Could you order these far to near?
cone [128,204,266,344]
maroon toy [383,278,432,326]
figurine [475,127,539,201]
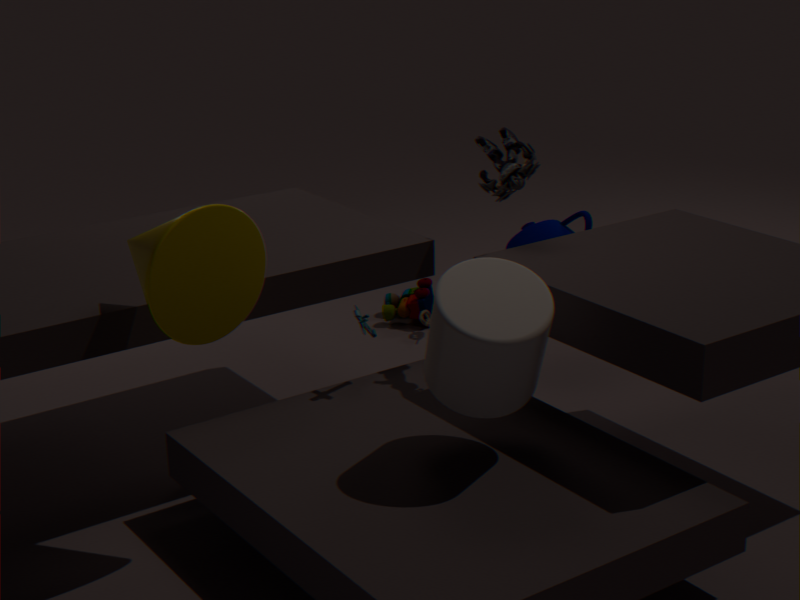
1. maroon toy [383,278,432,326]
2. figurine [475,127,539,201]
3. cone [128,204,266,344]
